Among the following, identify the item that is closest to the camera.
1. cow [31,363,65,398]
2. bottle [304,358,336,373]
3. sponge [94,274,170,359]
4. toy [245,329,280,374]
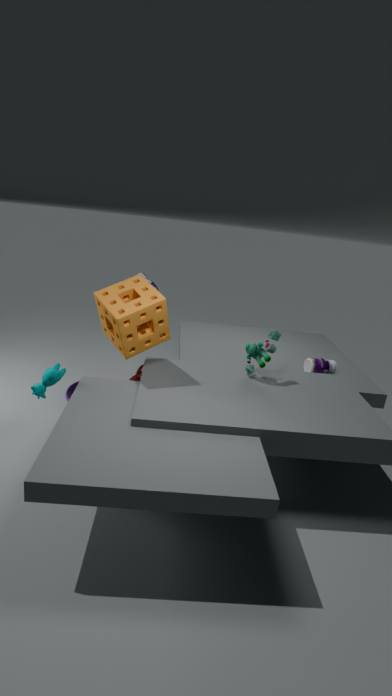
sponge [94,274,170,359]
